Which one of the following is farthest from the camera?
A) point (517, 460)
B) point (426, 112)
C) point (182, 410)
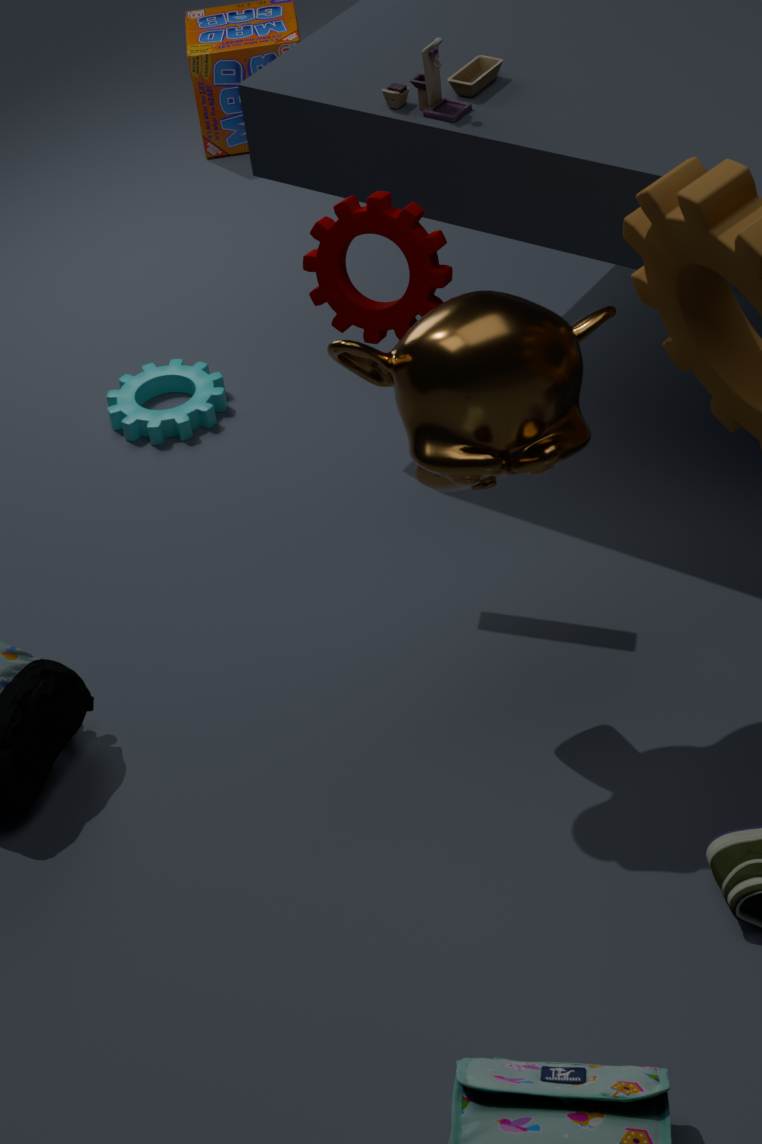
point (182, 410)
